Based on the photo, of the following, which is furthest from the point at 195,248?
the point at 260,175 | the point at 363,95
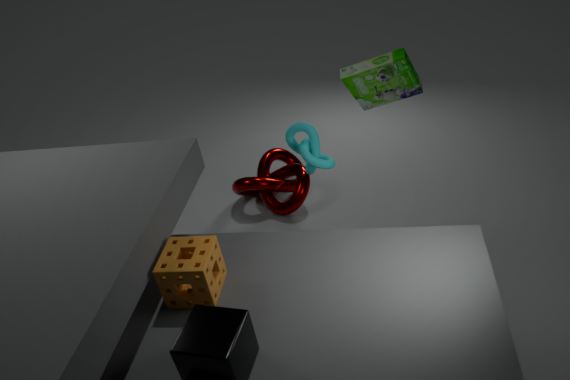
the point at 260,175
